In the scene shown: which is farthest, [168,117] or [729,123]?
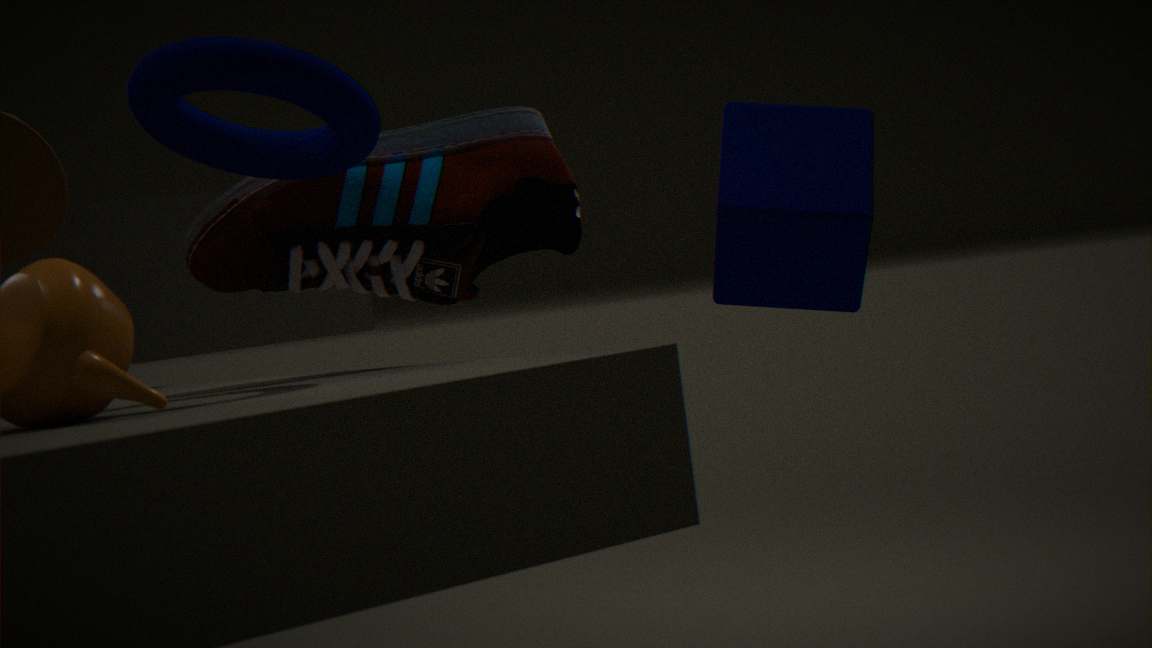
[729,123]
